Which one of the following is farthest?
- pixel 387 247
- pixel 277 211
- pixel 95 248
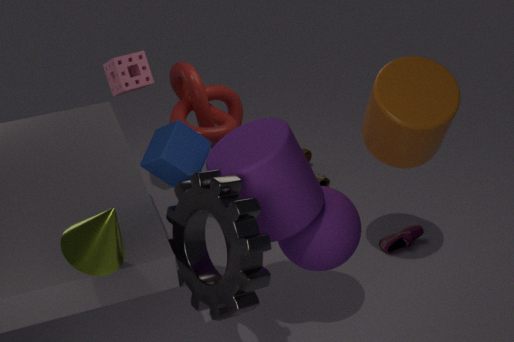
pixel 387 247
